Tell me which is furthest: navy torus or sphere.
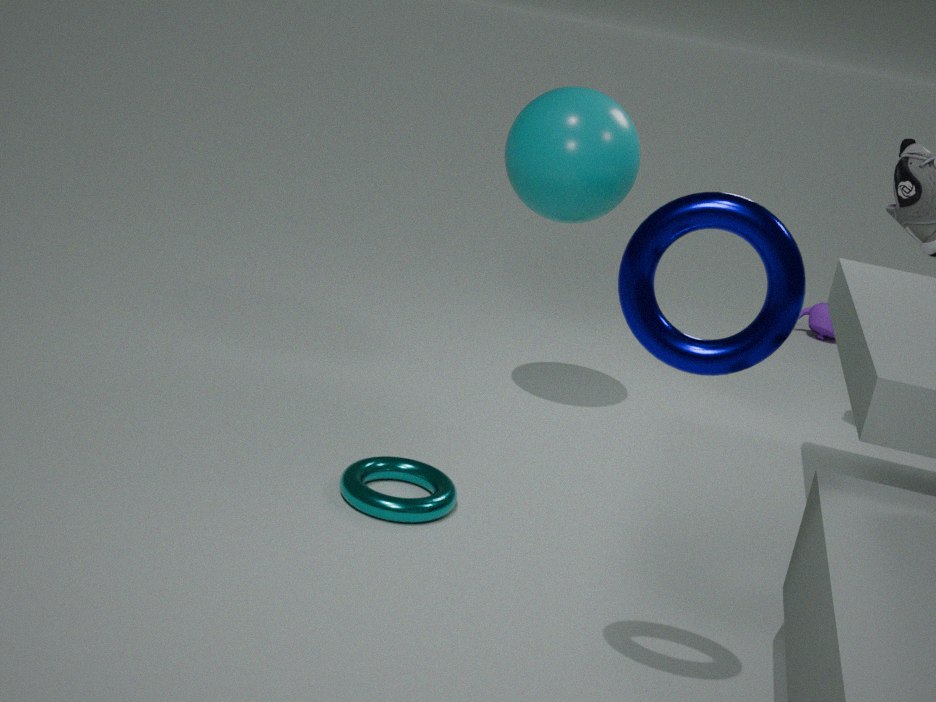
sphere
